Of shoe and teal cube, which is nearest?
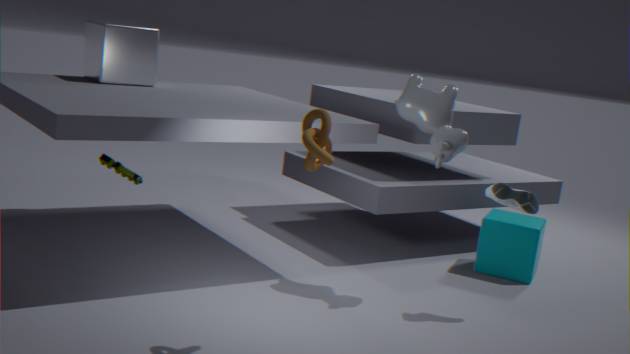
shoe
